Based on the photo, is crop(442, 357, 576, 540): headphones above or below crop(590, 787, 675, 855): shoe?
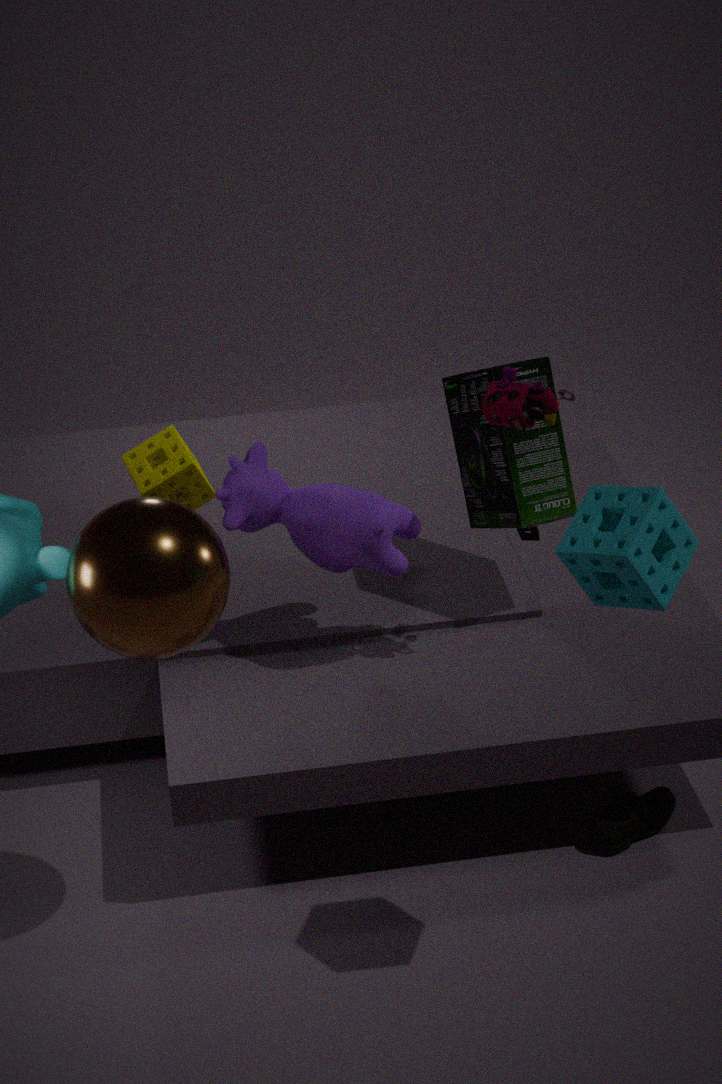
above
